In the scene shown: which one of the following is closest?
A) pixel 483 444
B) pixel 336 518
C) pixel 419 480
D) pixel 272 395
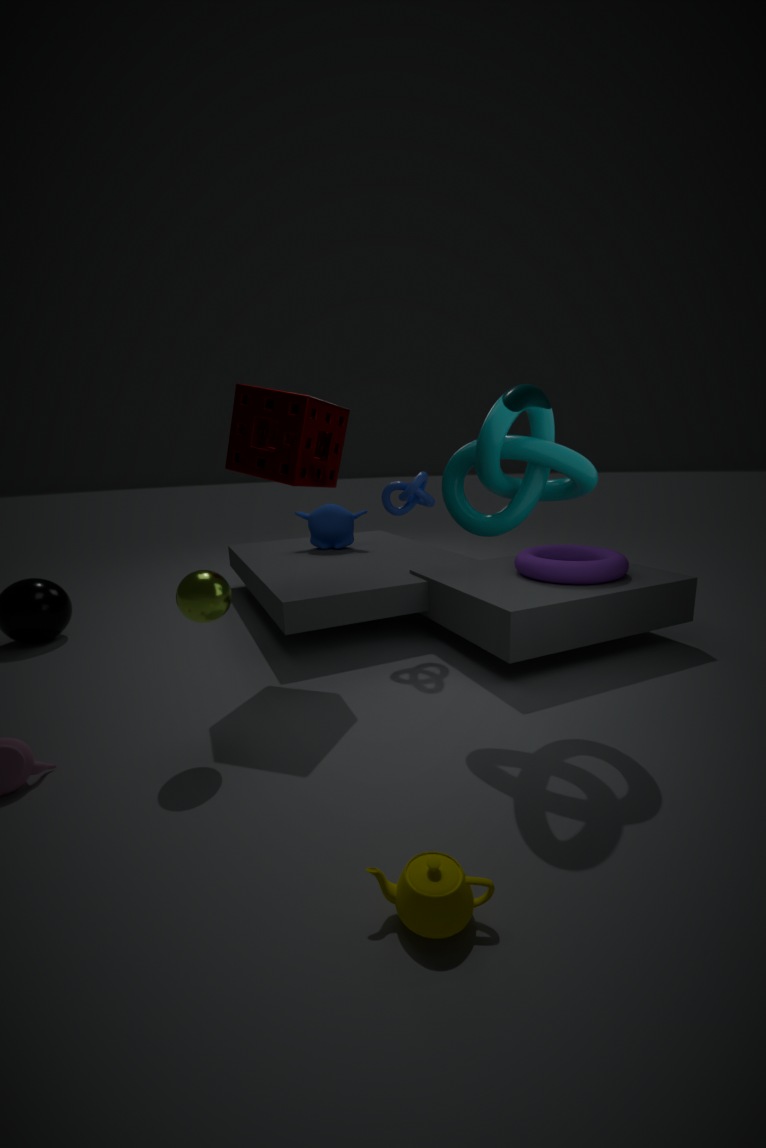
pixel 483 444
